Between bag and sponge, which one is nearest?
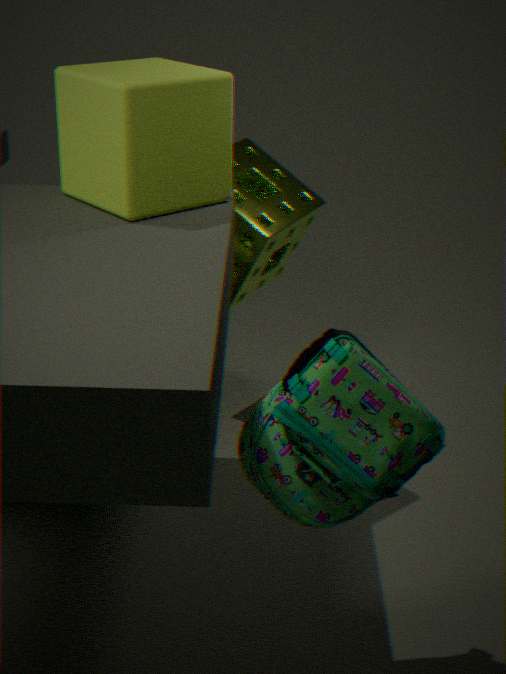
bag
